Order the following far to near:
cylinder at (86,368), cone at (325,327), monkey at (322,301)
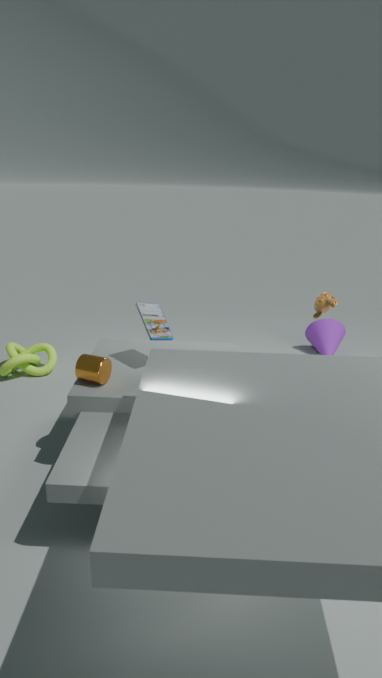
cone at (325,327)
monkey at (322,301)
cylinder at (86,368)
